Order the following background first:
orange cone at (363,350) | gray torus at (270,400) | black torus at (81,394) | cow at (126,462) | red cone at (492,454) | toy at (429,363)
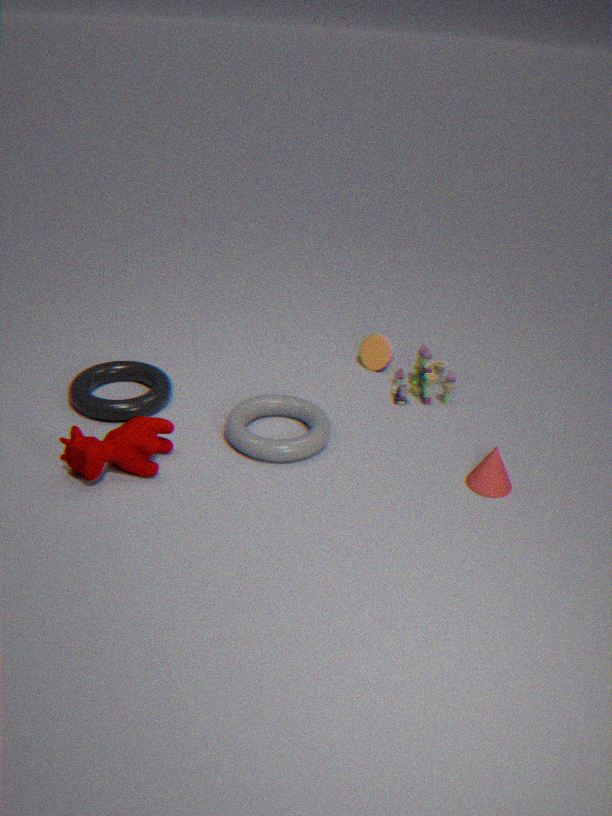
orange cone at (363,350), toy at (429,363), black torus at (81,394), gray torus at (270,400), red cone at (492,454), cow at (126,462)
